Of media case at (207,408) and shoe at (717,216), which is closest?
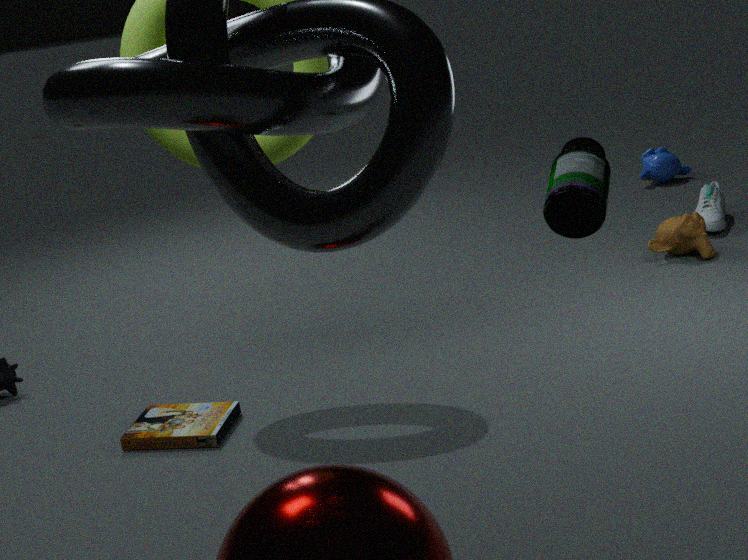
media case at (207,408)
